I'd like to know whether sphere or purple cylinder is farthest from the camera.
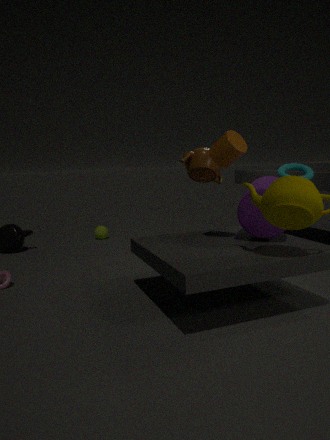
sphere
